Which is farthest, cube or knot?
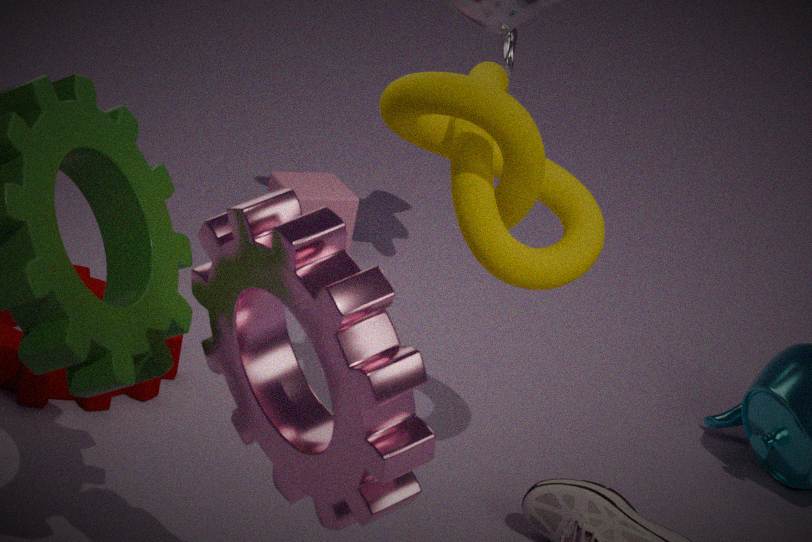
cube
